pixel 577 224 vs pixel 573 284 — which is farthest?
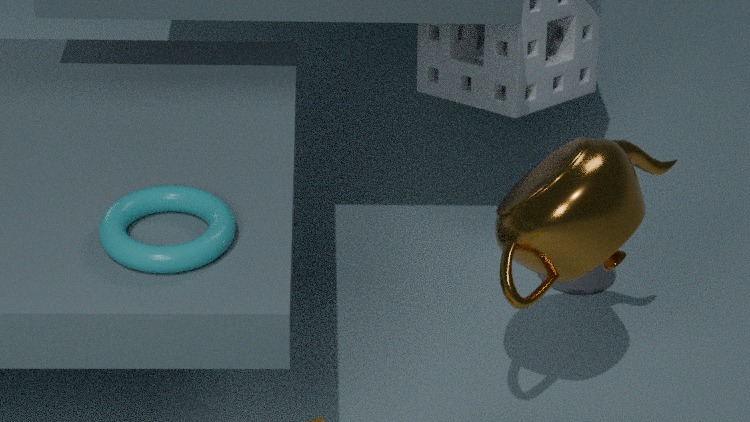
pixel 573 284
